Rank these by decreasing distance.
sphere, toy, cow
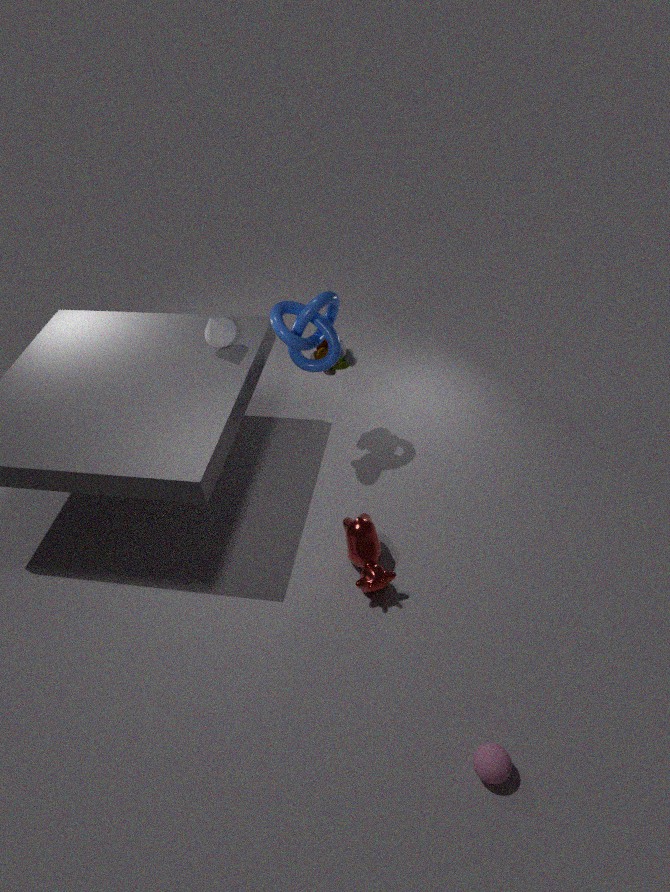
toy < cow < sphere
